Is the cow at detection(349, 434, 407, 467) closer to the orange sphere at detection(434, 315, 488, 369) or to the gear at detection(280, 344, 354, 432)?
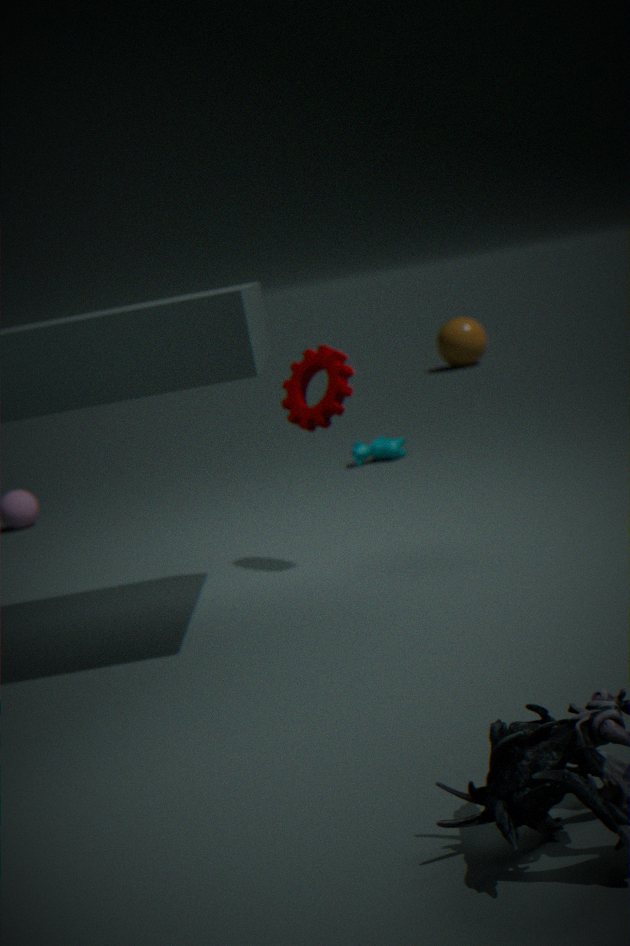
the gear at detection(280, 344, 354, 432)
